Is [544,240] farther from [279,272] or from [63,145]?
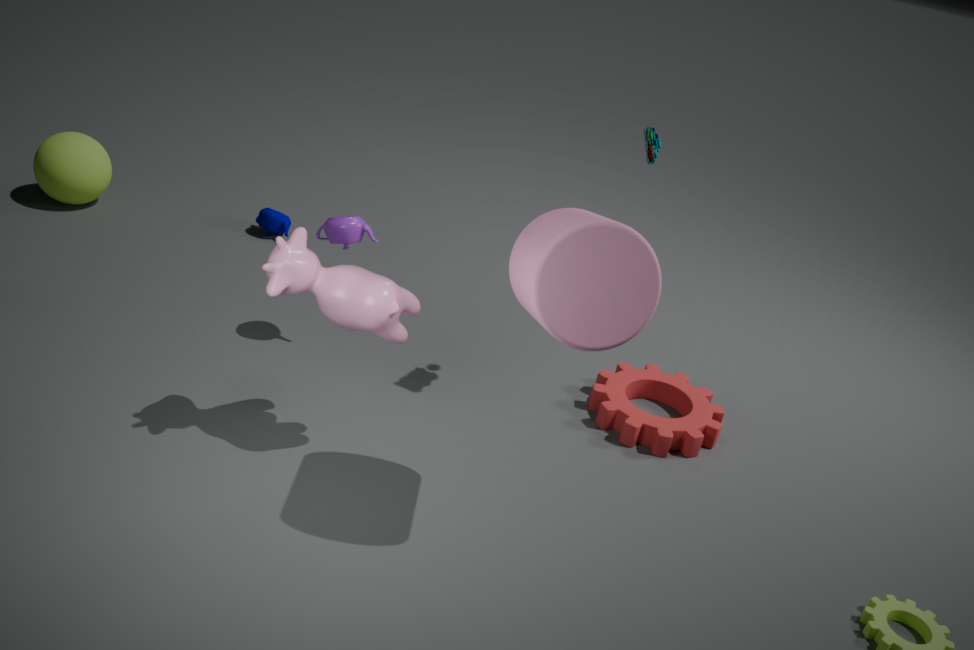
[63,145]
